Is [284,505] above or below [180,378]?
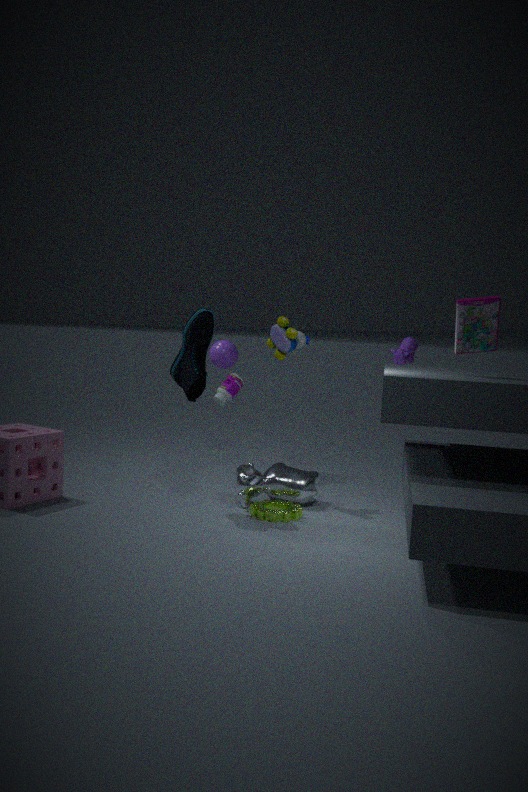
below
